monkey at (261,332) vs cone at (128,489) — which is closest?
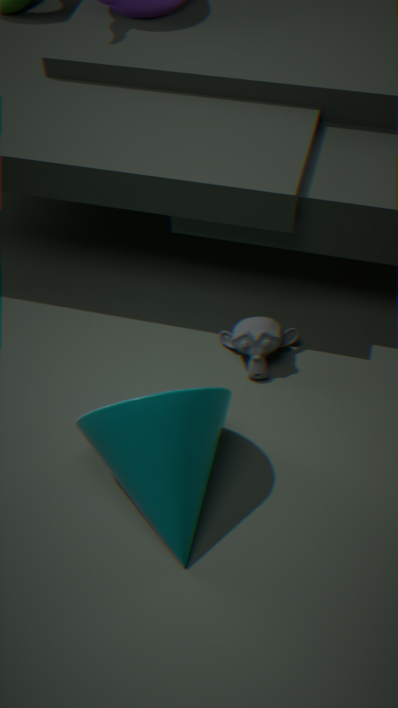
cone at (128,489)
